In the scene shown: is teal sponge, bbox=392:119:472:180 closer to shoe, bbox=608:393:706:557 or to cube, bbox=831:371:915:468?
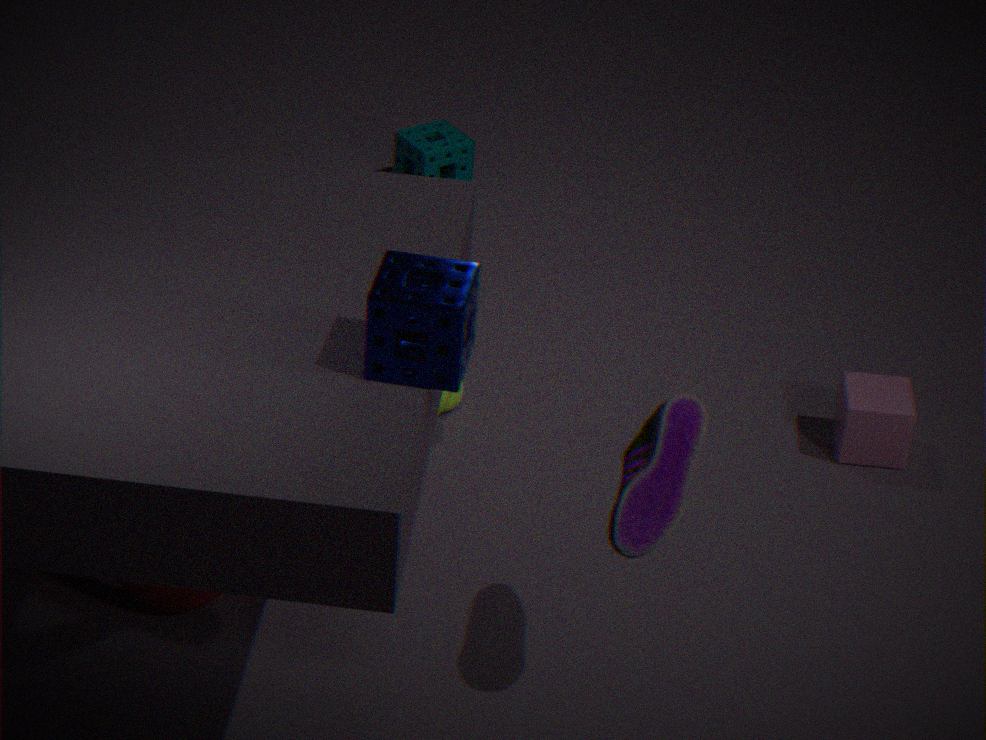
cube, bbox=831:371:915:468
